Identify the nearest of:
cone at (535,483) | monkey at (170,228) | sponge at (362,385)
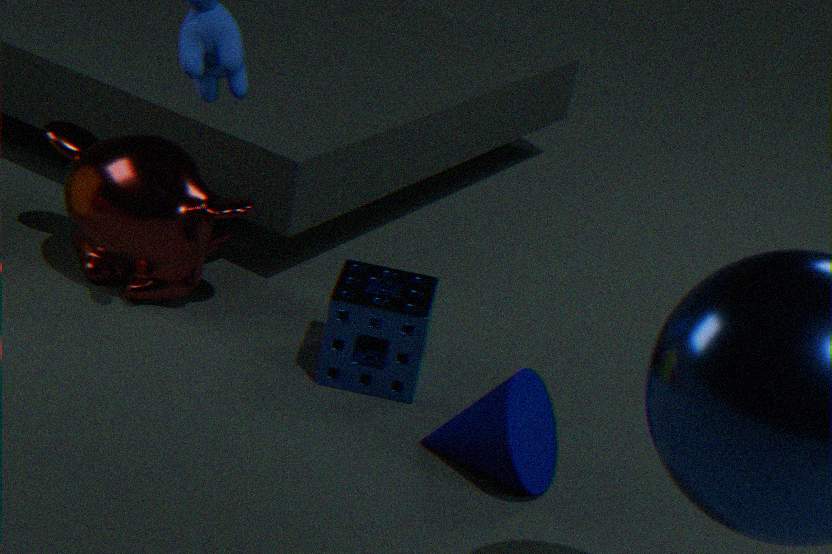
cone at (535,483)
